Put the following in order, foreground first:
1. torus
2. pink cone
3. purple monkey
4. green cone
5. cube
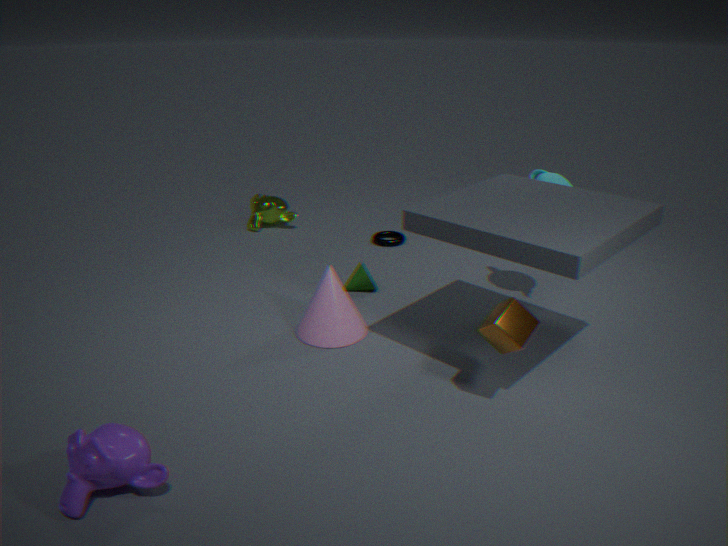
1. purple monkey
2. cube
3. pink cone
4. green cone
5. torus
